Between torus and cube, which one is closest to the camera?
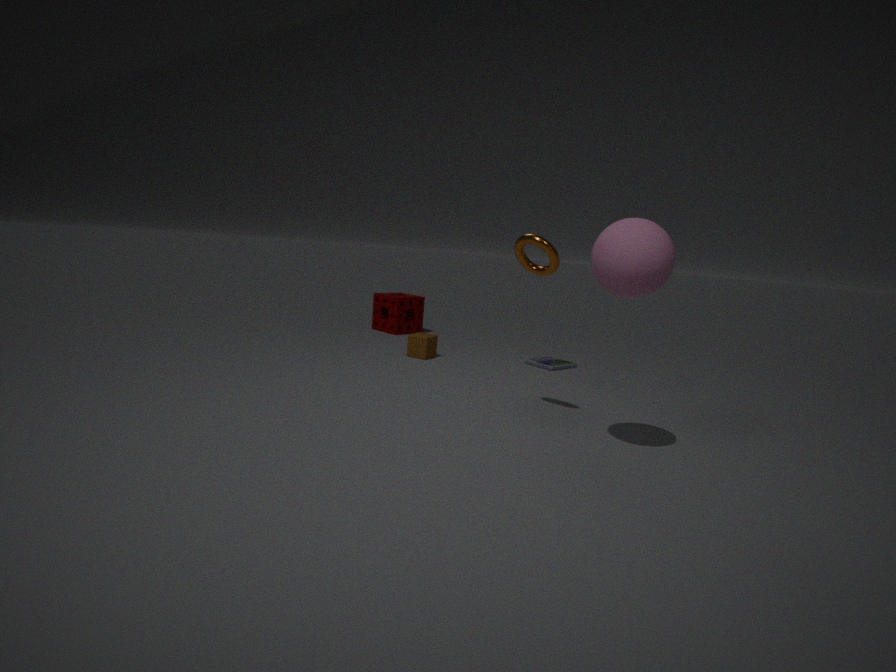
torus
